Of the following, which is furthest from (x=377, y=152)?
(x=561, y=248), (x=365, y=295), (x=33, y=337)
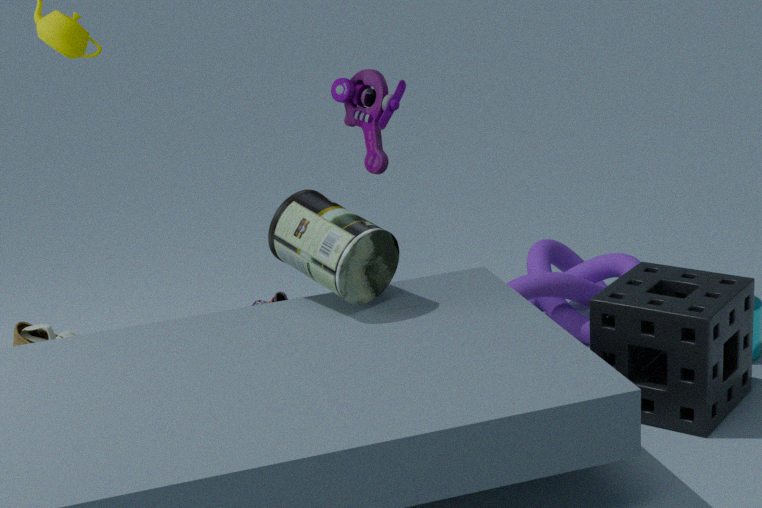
(x=33, y=337)
